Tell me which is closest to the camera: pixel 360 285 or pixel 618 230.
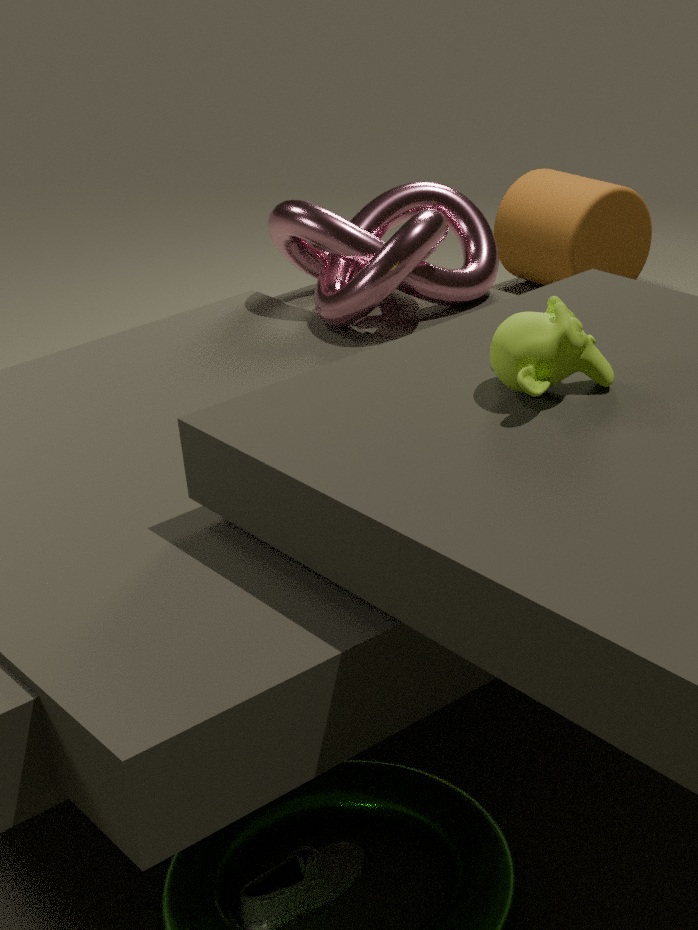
pixel 360 285
